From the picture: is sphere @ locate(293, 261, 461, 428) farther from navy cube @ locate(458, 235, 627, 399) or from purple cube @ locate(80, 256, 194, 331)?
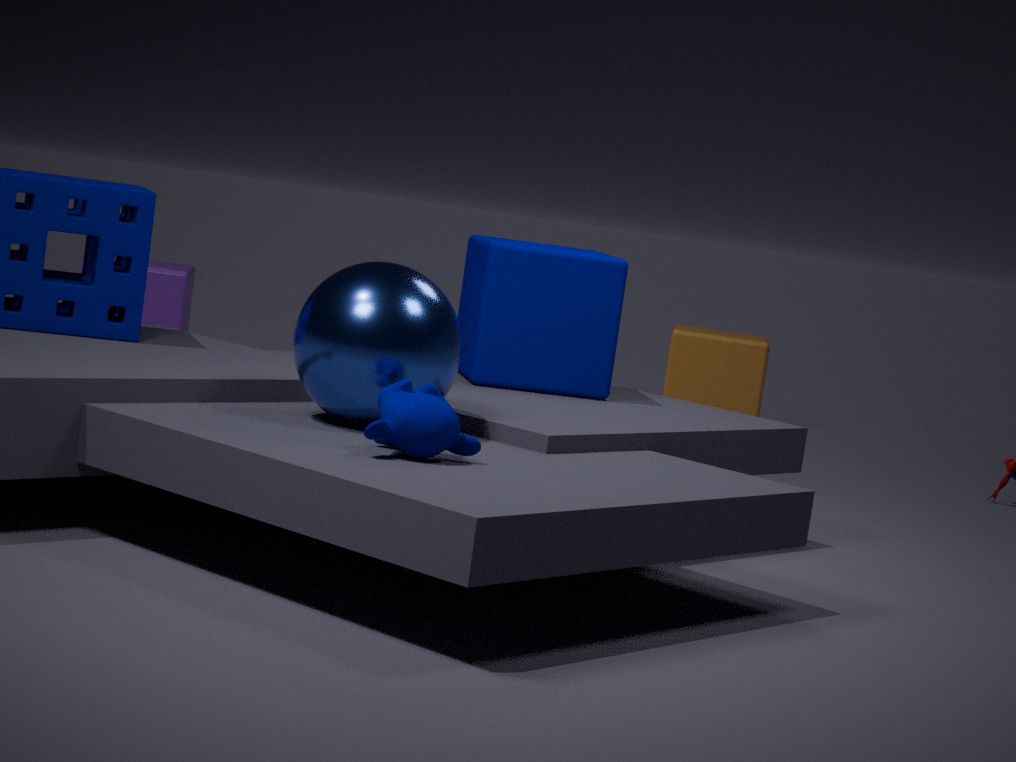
purple cube @ locate(80, 256, 194, 331)
